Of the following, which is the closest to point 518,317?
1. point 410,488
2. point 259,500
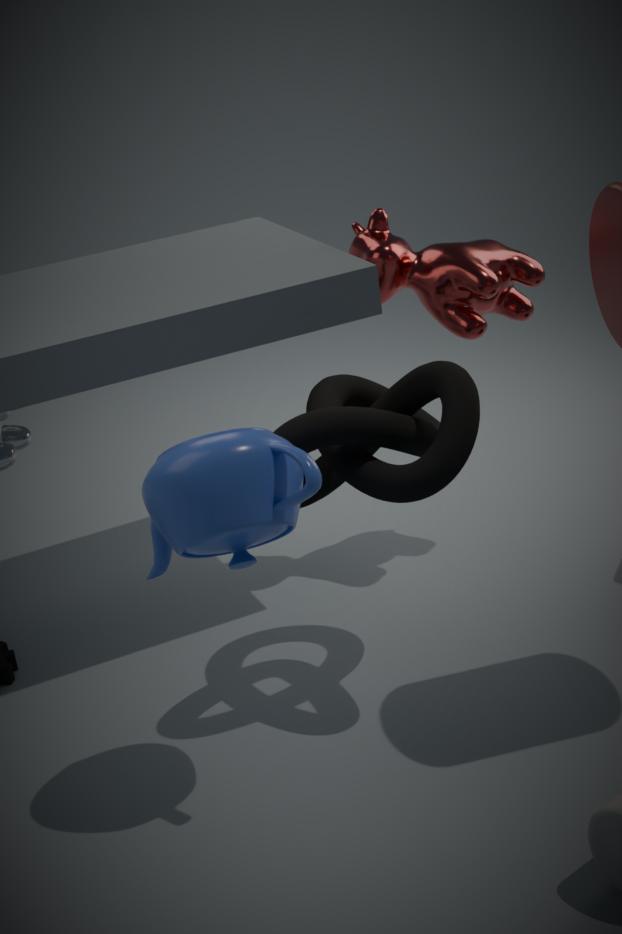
point 410,488
